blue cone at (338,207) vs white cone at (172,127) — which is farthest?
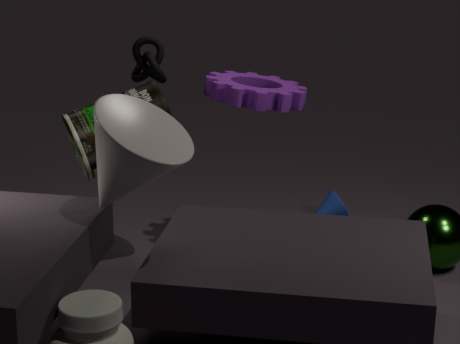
blue cone at (338,207)
